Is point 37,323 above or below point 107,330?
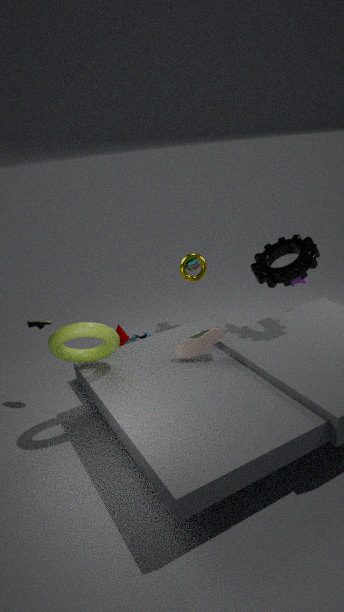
above
